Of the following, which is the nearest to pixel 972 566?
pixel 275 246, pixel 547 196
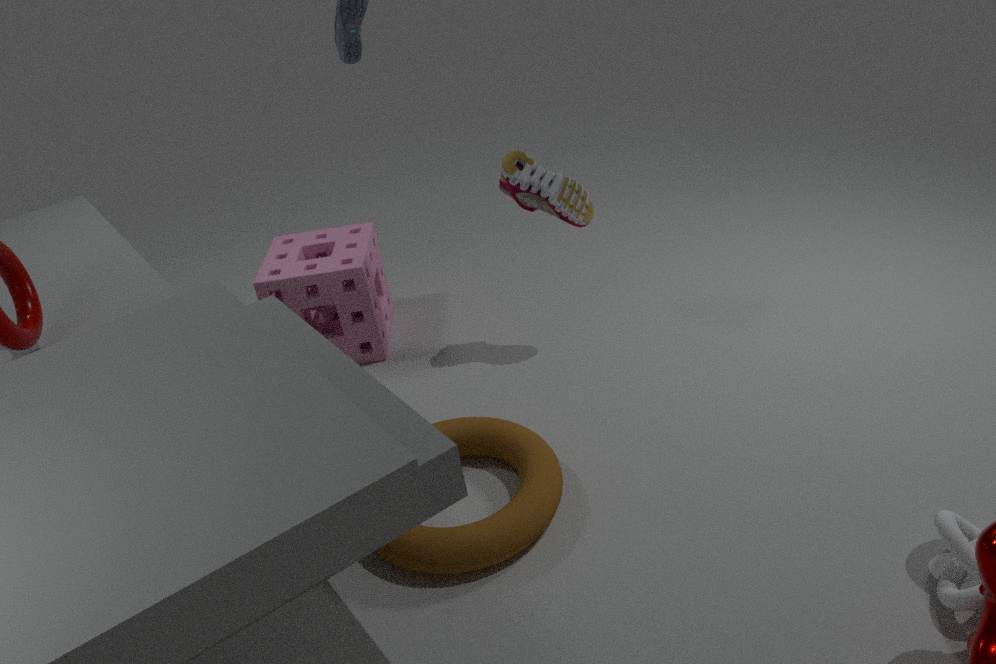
pixel 547 196
